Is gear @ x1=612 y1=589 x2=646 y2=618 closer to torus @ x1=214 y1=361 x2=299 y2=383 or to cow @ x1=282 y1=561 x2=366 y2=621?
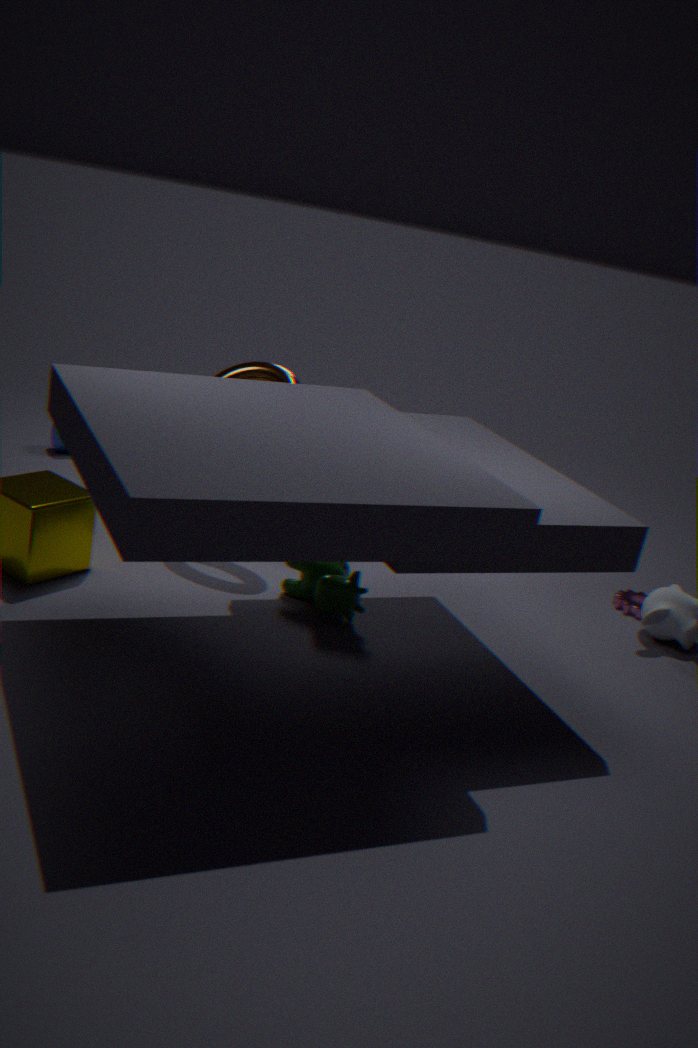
cow @ x1=282 y1=561 x2=366 y2=621
